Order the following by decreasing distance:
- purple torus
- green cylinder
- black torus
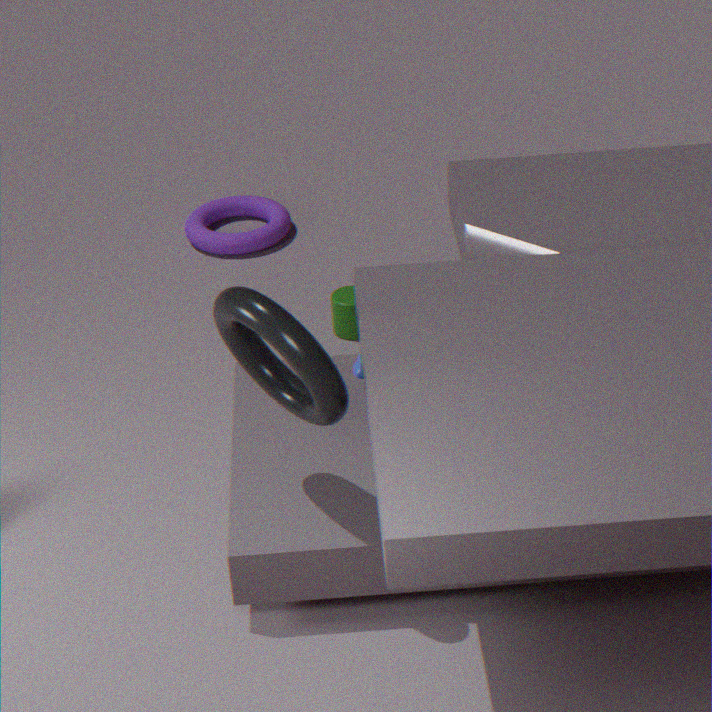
purple torus < green cylinder < black torus
